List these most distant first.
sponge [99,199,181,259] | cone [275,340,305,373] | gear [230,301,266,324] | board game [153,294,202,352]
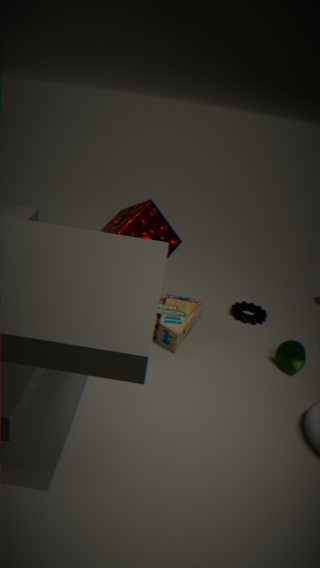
1. gear [230,301,266,324]
2. board game [153,294,202,352]
3. cone [275,340,305,373]
4. sponge [99,199,181,259]
